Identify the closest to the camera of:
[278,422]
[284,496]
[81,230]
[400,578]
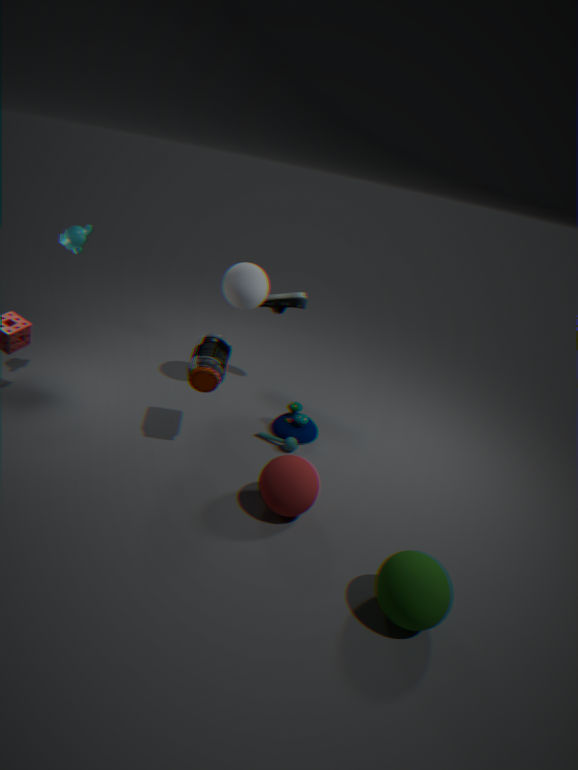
[400,578]
